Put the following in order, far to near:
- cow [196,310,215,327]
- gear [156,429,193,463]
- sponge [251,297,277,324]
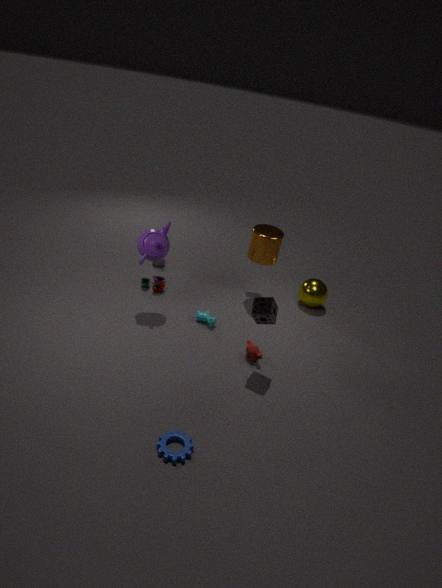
1. cow [196,310,215,327]
2. sponge [251,297,277,324]
3. gear [156,429,193,463]
